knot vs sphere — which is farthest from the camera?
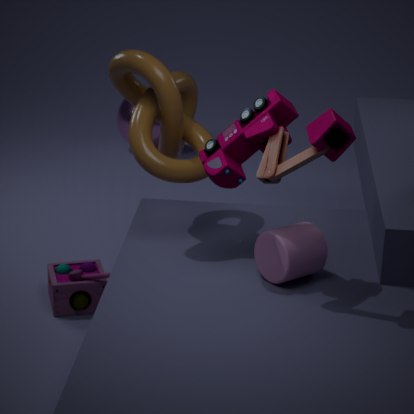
sphere
